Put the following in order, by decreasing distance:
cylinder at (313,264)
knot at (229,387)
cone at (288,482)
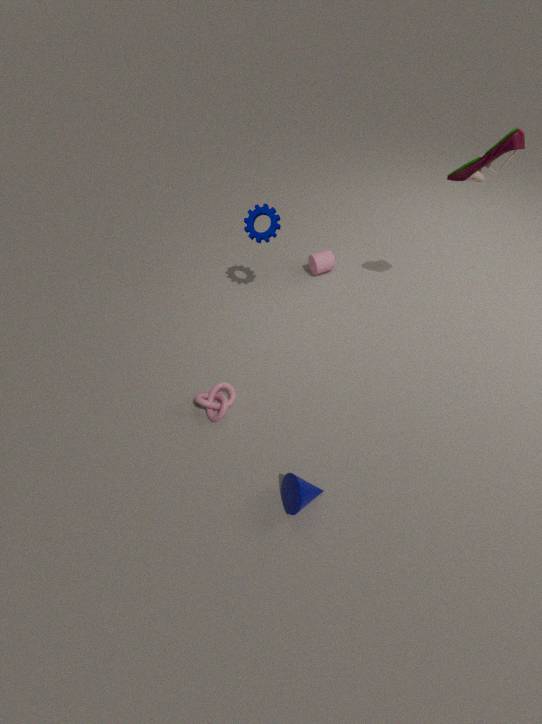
cylinder at (313,264)
knot at (229,387)
cone at (288,482)
